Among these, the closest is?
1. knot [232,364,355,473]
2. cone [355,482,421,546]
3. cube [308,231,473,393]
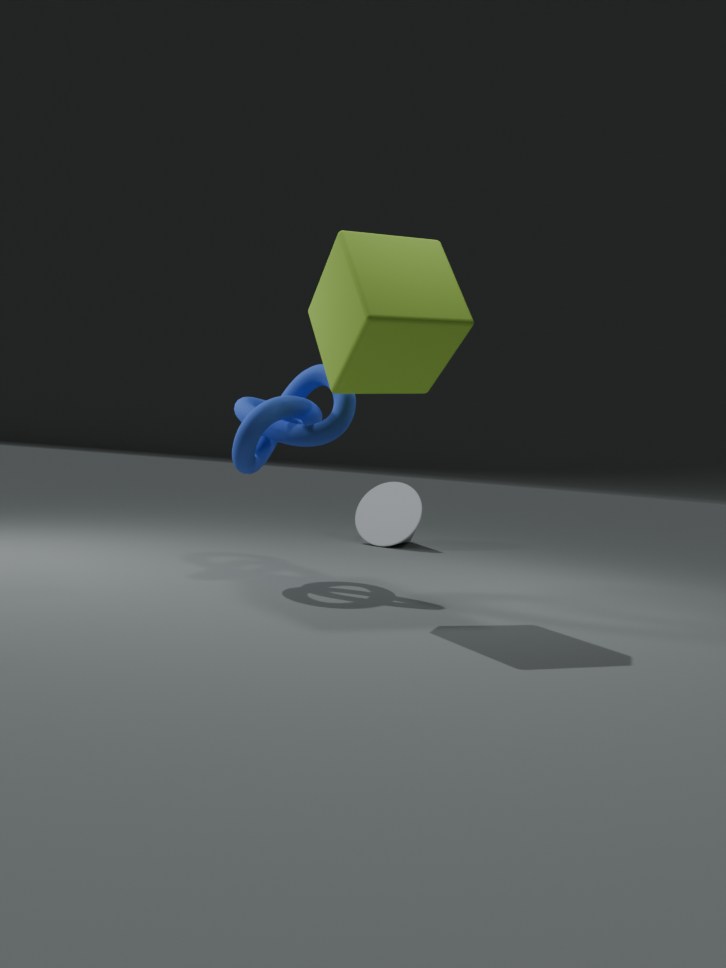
cube [308,231,473,393]
